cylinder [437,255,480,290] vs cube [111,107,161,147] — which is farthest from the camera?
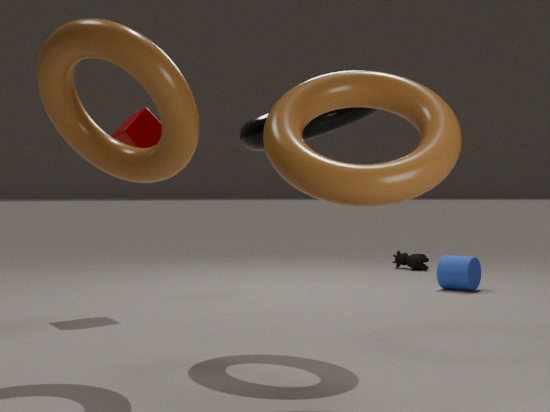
cylinder [437,255,480,290]
